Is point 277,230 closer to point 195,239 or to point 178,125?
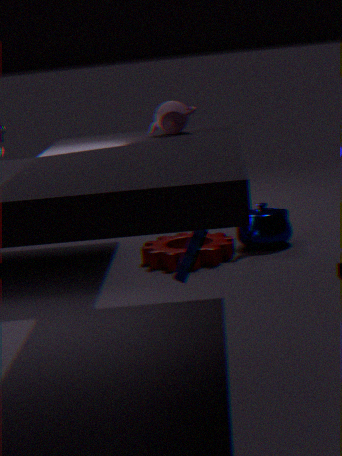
point 178,125
